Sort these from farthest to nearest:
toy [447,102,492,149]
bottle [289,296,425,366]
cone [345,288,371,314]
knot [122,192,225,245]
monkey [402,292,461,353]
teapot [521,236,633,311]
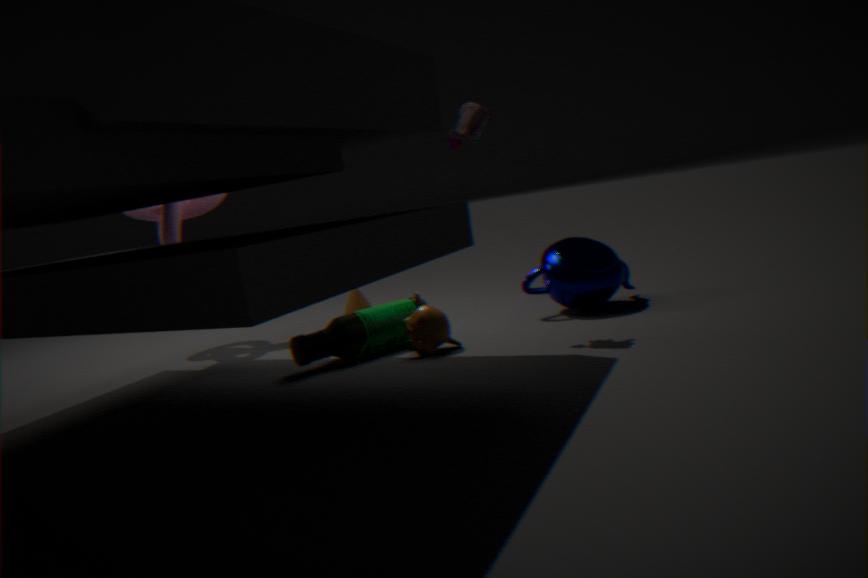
cone [345,288,371,314]
knot [122,192,225,245]
teapot [521,236,633,311]
bottle [289,296,425,366]
monkey [402,292,461,353]
toy [447,102,492,149]
